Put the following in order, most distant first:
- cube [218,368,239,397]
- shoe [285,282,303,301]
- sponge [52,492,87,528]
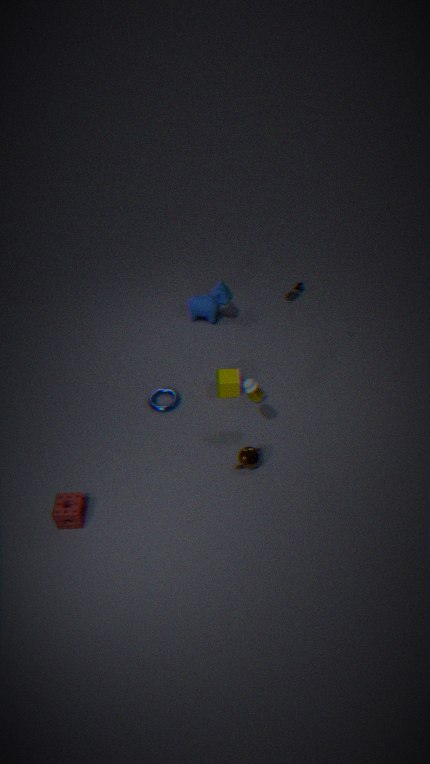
shoe [285,282,303,301] < cube [218,368,239,397] < sponge [52,492,87,528]
